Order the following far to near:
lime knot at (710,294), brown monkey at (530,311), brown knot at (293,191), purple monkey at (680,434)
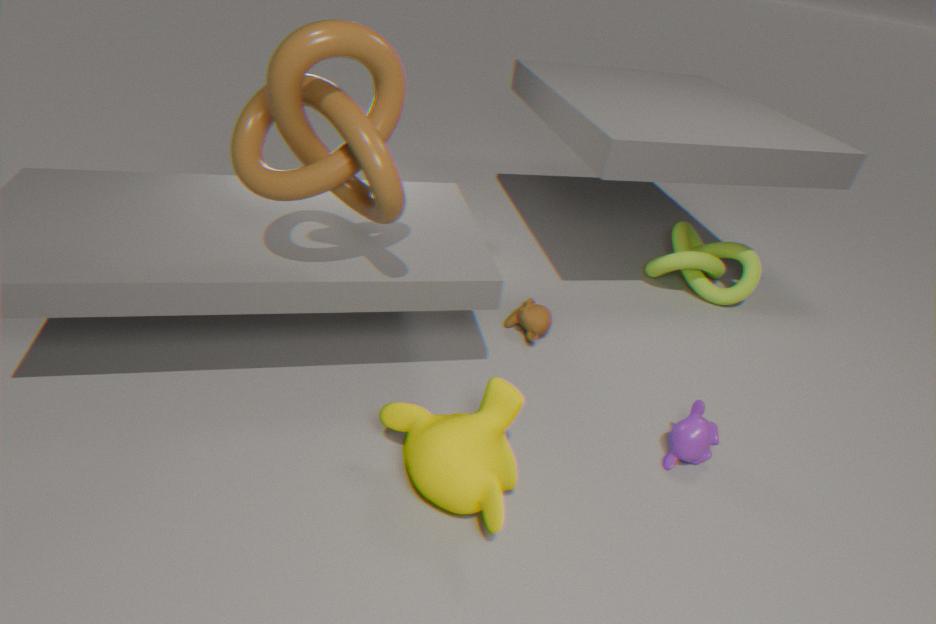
lime knot at (710,294), brown monkey at (530,311), purple monkey at (680,434), brown knot at (293,191)
